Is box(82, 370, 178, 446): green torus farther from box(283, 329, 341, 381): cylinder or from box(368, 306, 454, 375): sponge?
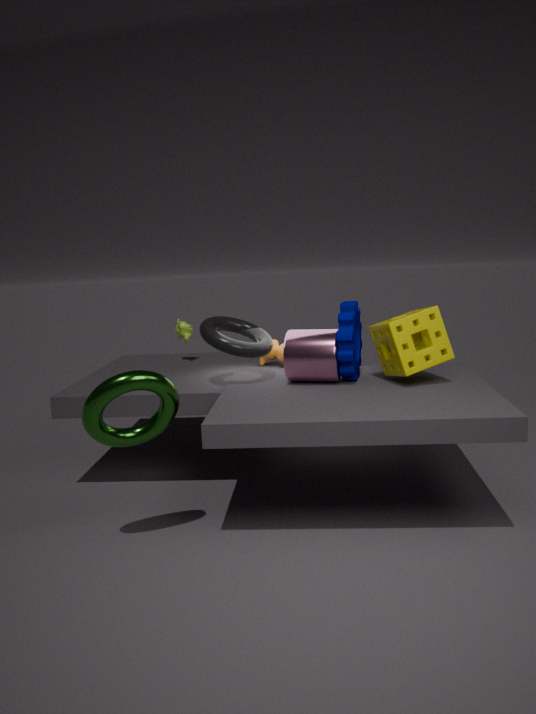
box(368, 306, 454, 375): sponge
